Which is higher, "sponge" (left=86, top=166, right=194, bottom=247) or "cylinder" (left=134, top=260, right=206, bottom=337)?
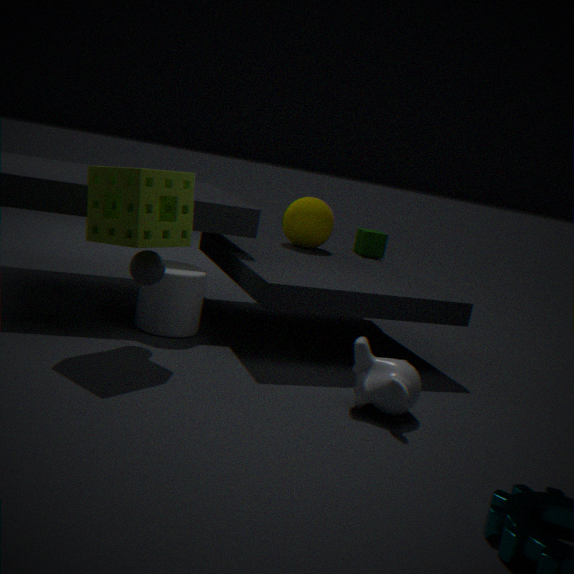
"sponge" (left=86, top=166, right=194, bottom=247)
